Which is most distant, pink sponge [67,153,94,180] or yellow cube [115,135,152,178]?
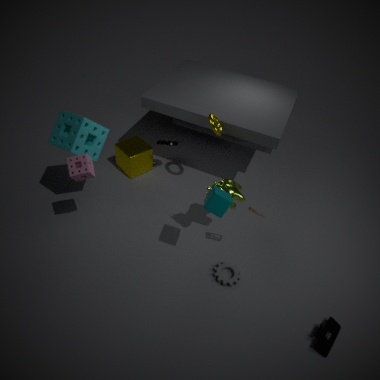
yellow cube [115,135,152,178]
